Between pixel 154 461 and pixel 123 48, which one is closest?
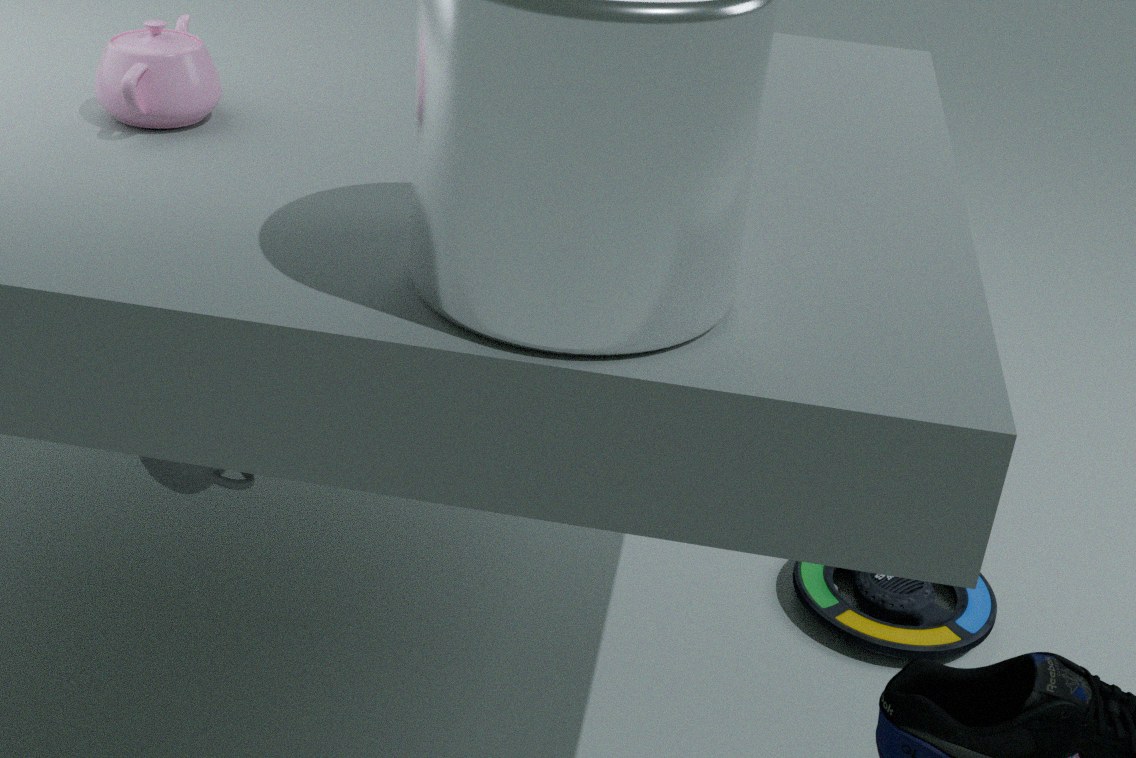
pixel 123 48
